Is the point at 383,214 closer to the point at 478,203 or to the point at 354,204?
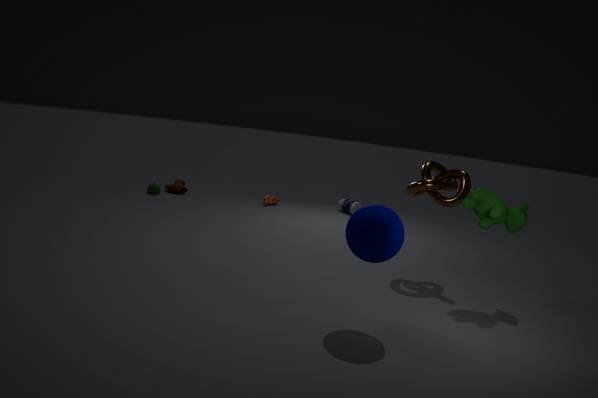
the point at 478,203
